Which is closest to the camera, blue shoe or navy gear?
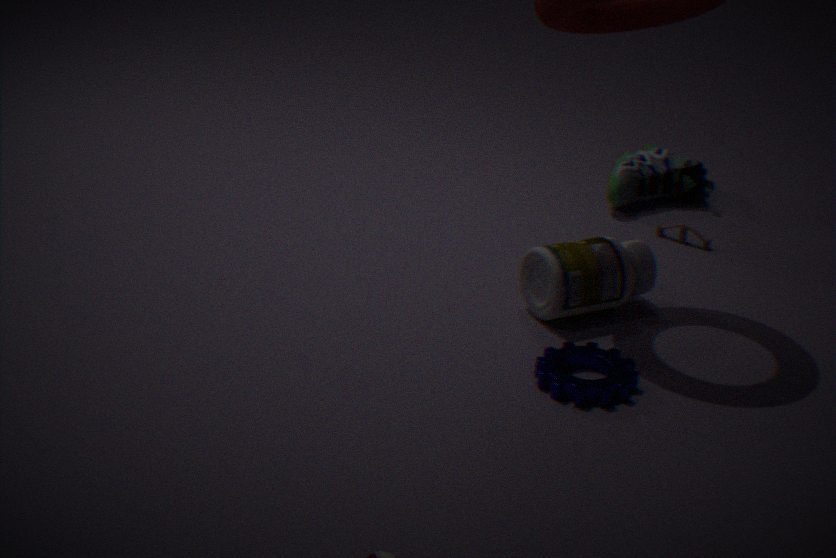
navy gear
